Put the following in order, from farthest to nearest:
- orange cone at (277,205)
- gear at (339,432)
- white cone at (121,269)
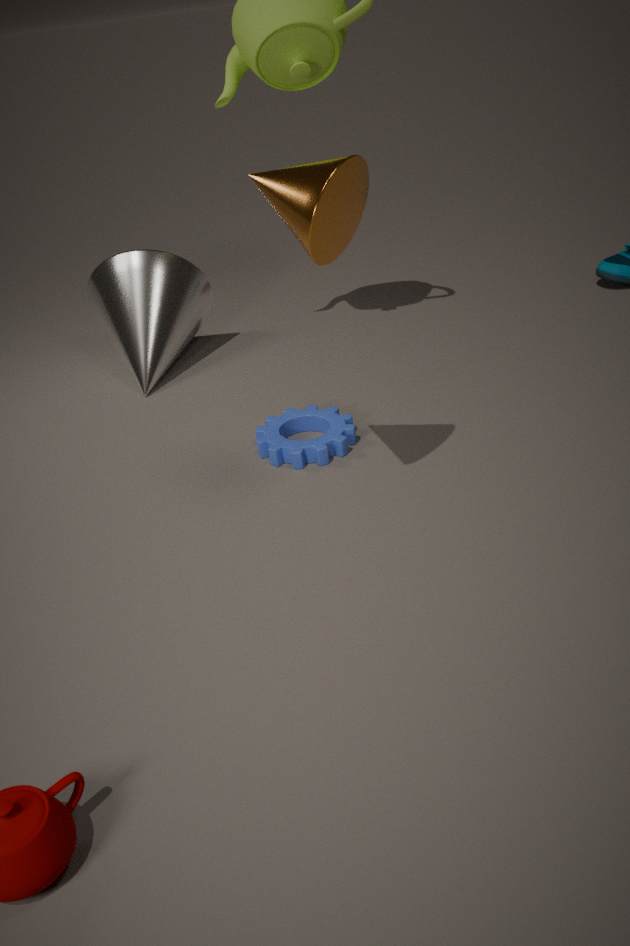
white cone at (121,269), gear at (339,432), orange cone at (277,205)
